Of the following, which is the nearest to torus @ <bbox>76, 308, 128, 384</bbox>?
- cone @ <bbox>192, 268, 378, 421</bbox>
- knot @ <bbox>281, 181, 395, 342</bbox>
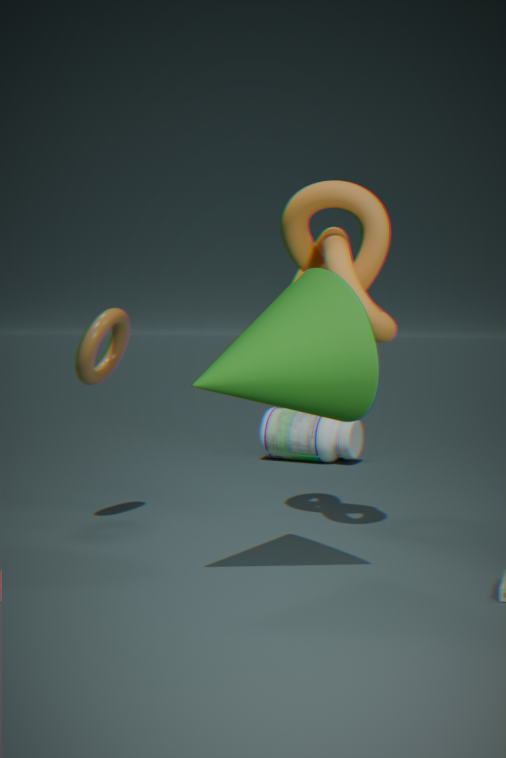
knot @ <bbox>281, 181, 395, 342</bbox>
